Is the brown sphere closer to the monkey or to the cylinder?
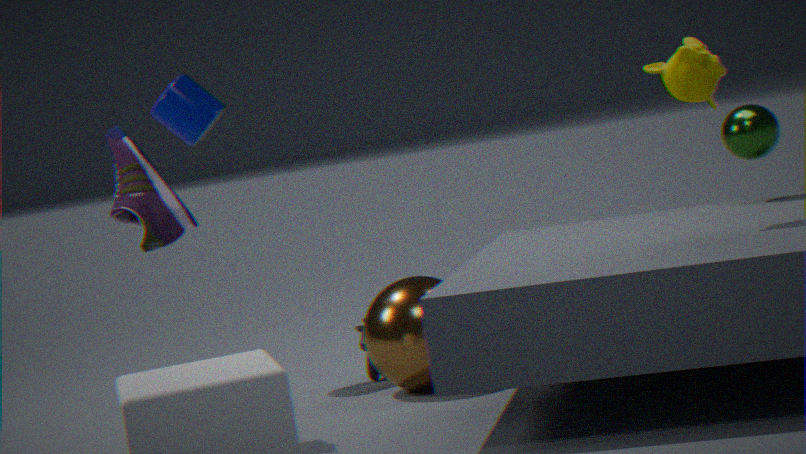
the cylinder
